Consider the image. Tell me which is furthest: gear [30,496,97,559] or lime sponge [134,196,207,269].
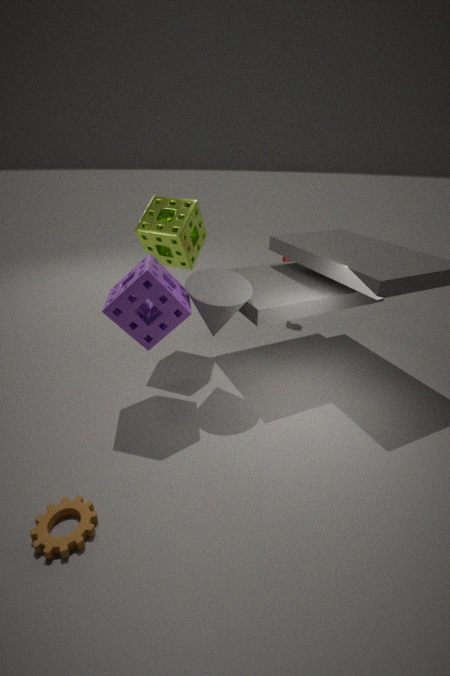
lime sponge [134,196,207,269]
